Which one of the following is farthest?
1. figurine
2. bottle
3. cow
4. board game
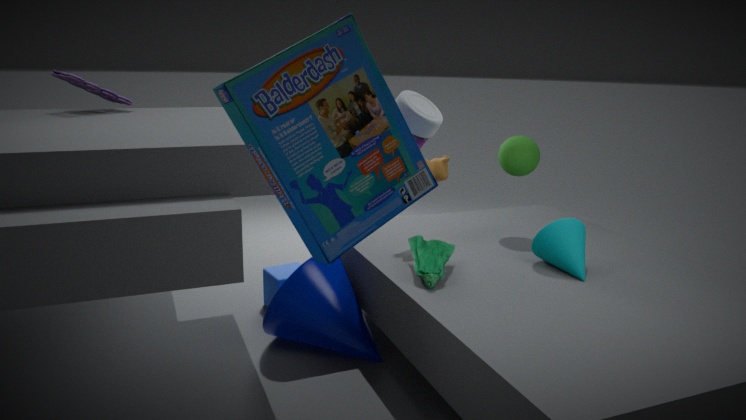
cow
